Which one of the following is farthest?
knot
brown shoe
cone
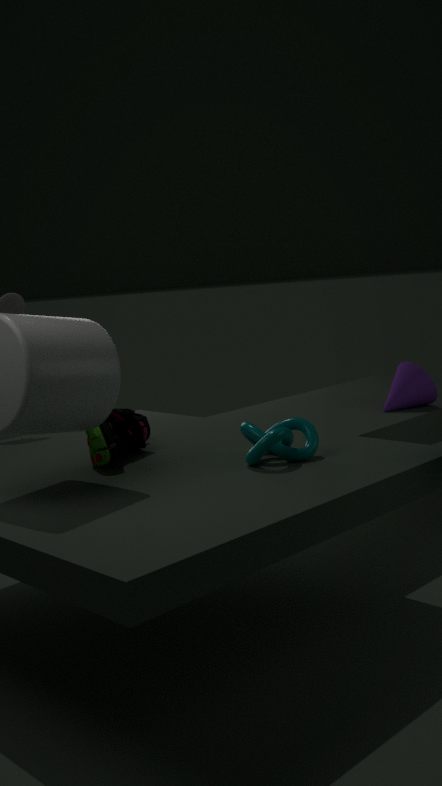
cone
